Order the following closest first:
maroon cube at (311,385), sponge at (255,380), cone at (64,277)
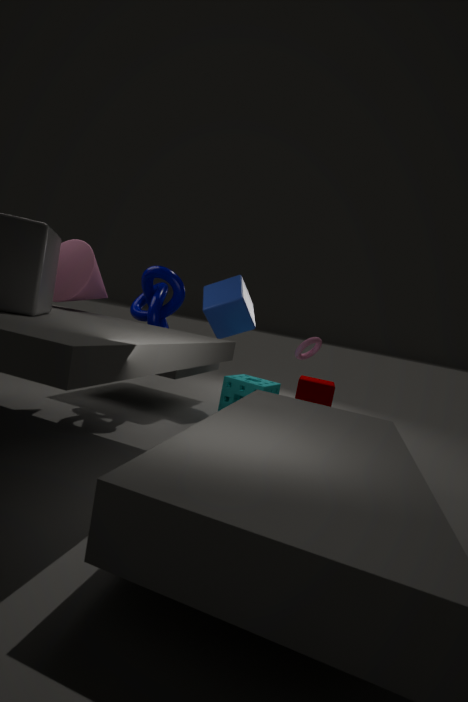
cone at (64,277)
sponge at (255,380)
maroon cube at (311,385)
